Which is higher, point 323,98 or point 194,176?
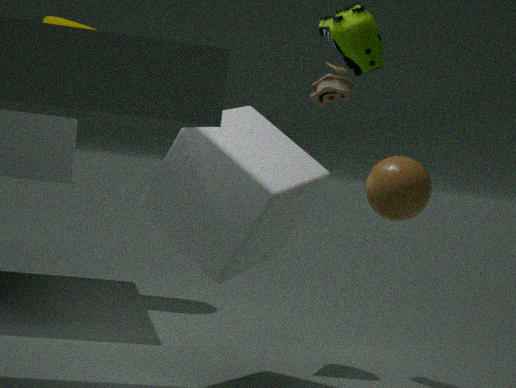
point 323,98
